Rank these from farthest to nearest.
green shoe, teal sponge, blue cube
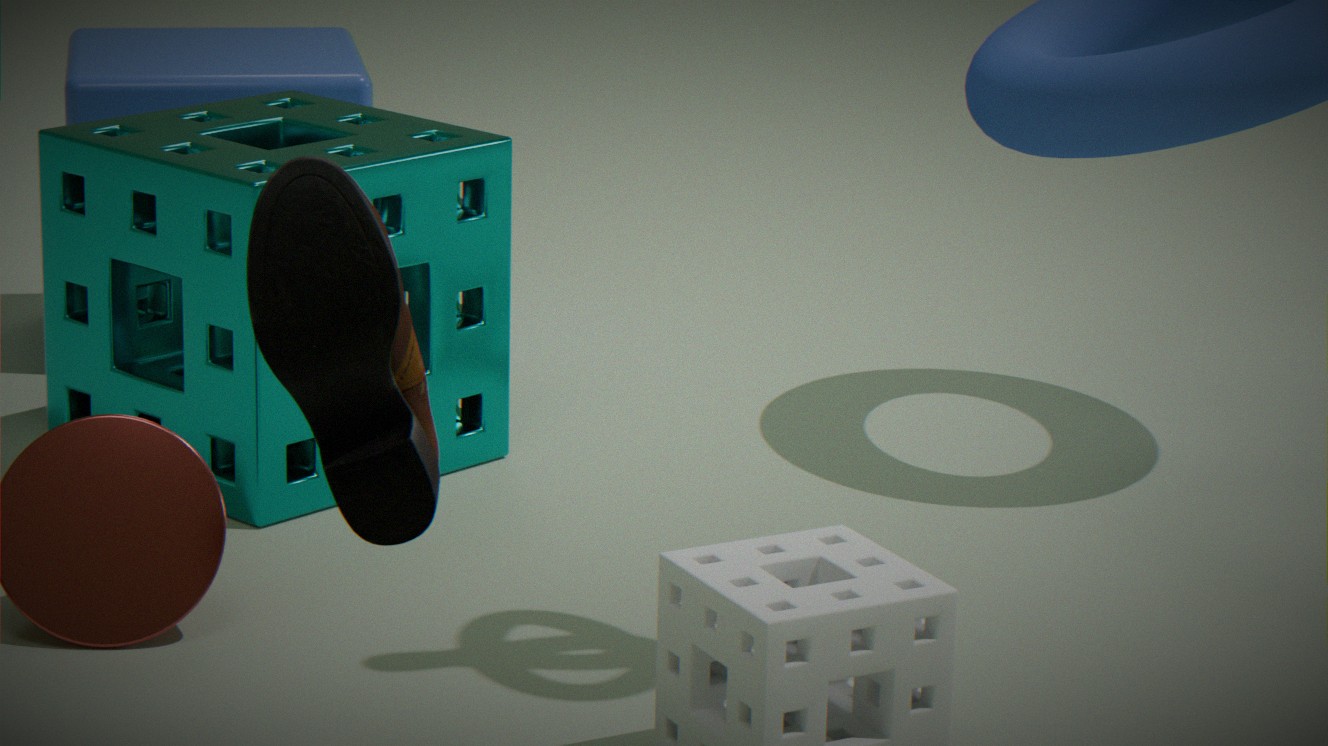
blue cube, teal sponge, green shoe
